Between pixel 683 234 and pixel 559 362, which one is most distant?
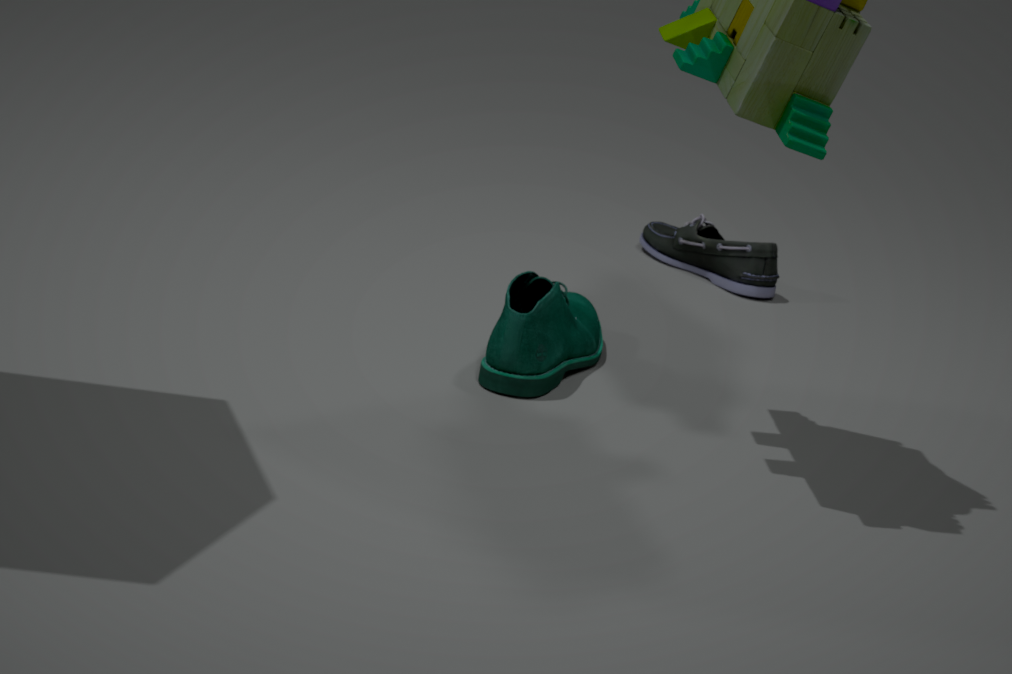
pixel 683 234
